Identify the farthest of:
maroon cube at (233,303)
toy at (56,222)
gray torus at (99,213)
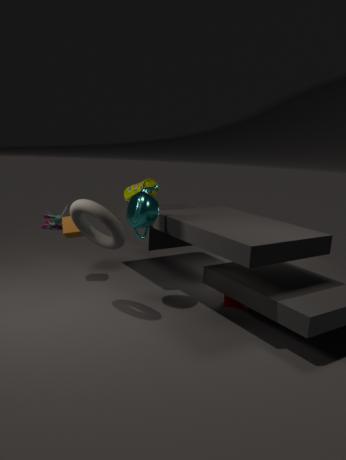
toy at (56,222)
